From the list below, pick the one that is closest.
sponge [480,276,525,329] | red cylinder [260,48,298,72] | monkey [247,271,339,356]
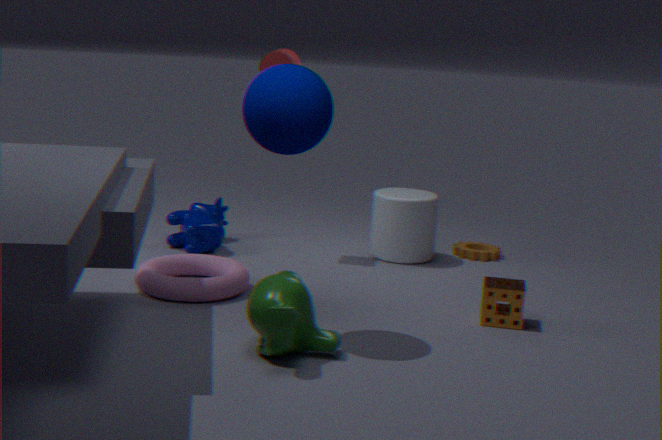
monkey [247,271,339,356]
